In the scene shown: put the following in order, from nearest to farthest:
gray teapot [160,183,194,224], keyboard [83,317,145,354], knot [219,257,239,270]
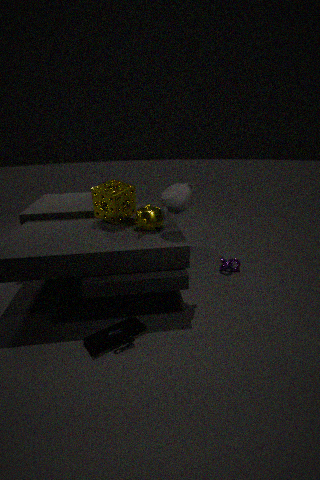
keyboard [83,317,145,354], gray teapot [160,183,194,224], knot [219,257,239,270]
